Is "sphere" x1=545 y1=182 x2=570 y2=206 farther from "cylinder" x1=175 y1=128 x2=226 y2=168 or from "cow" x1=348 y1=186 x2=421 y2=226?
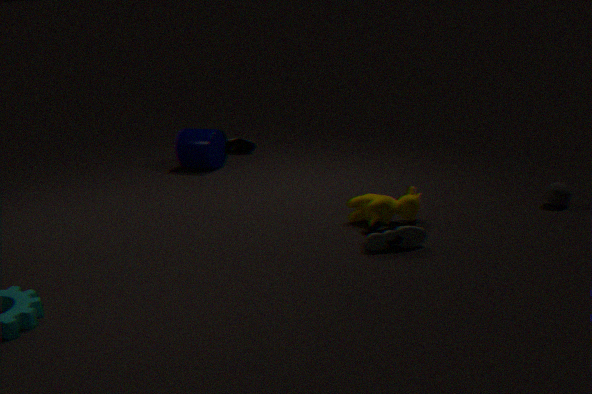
"cylinder" x1=175 y1=128 x2=226 y2=168
